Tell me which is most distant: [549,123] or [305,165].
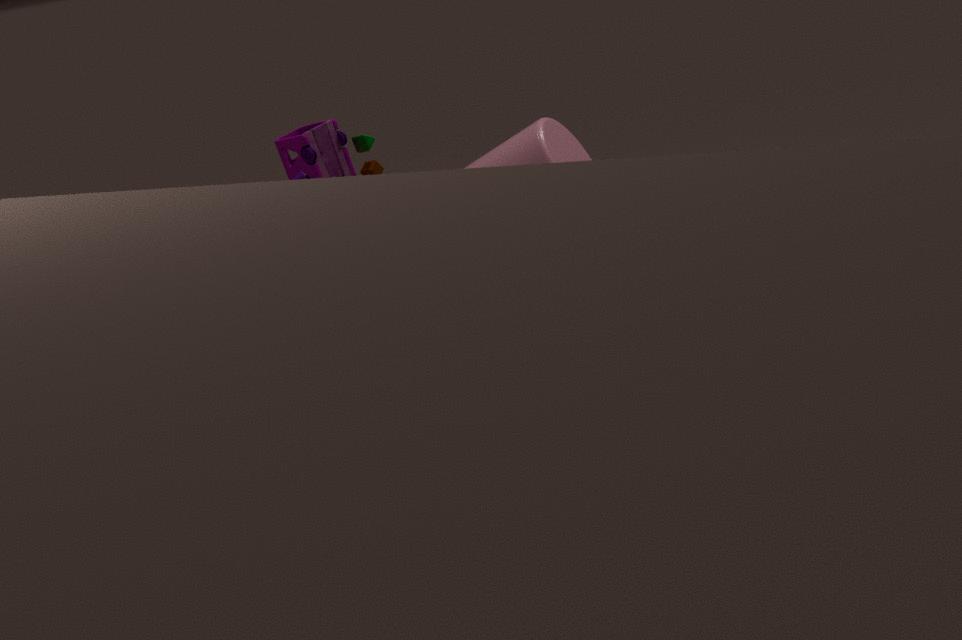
[305,165]
